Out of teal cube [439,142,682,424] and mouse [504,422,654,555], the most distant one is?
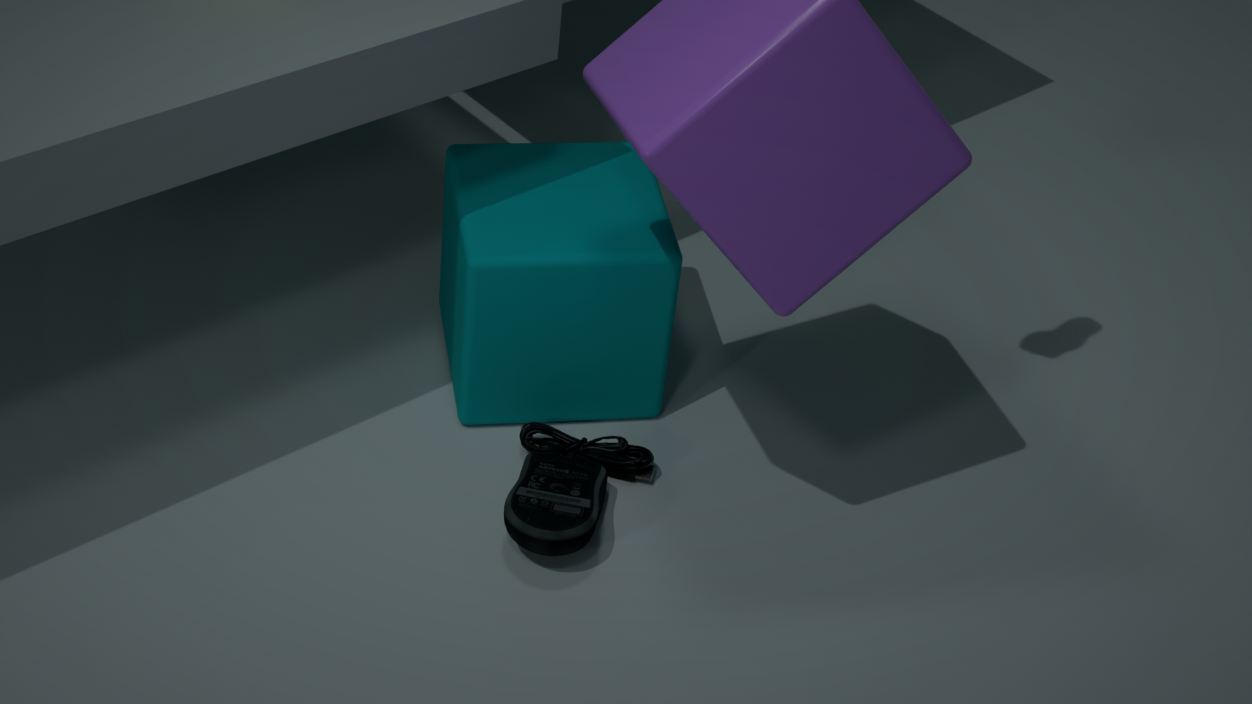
teal cube [439,142,682,424]
